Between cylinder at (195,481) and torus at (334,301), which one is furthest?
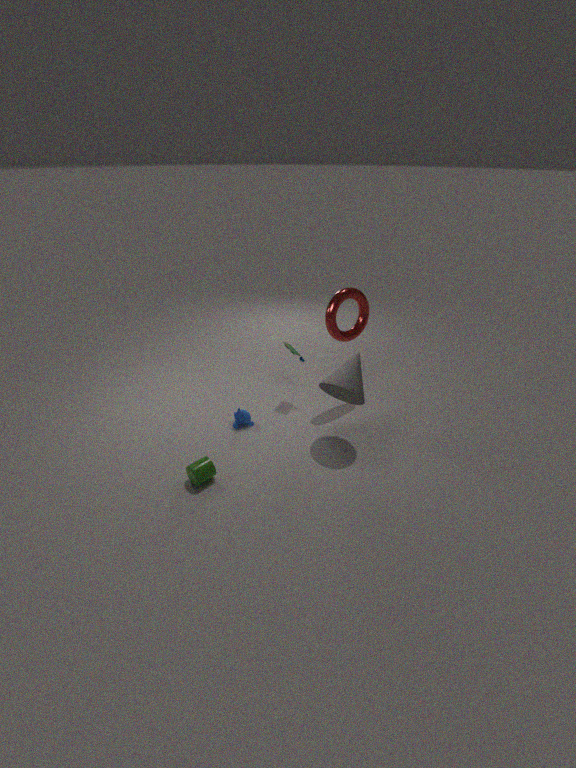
torus at (334,301)
